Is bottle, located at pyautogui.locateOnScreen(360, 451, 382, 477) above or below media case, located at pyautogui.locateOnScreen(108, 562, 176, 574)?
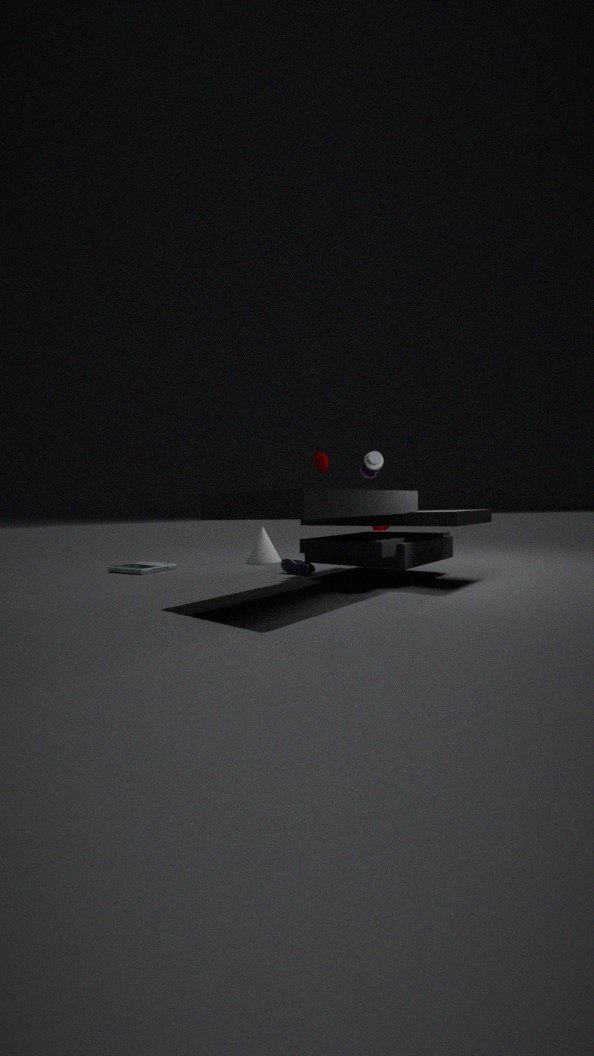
above
